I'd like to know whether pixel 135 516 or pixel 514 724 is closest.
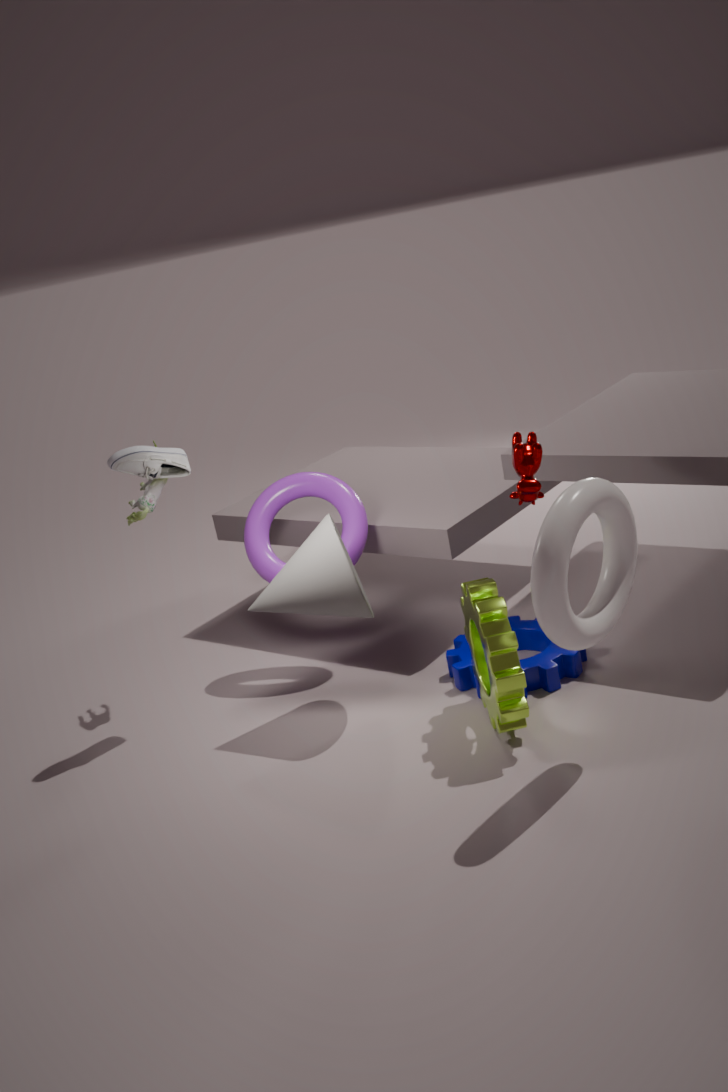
pixel 514 724
